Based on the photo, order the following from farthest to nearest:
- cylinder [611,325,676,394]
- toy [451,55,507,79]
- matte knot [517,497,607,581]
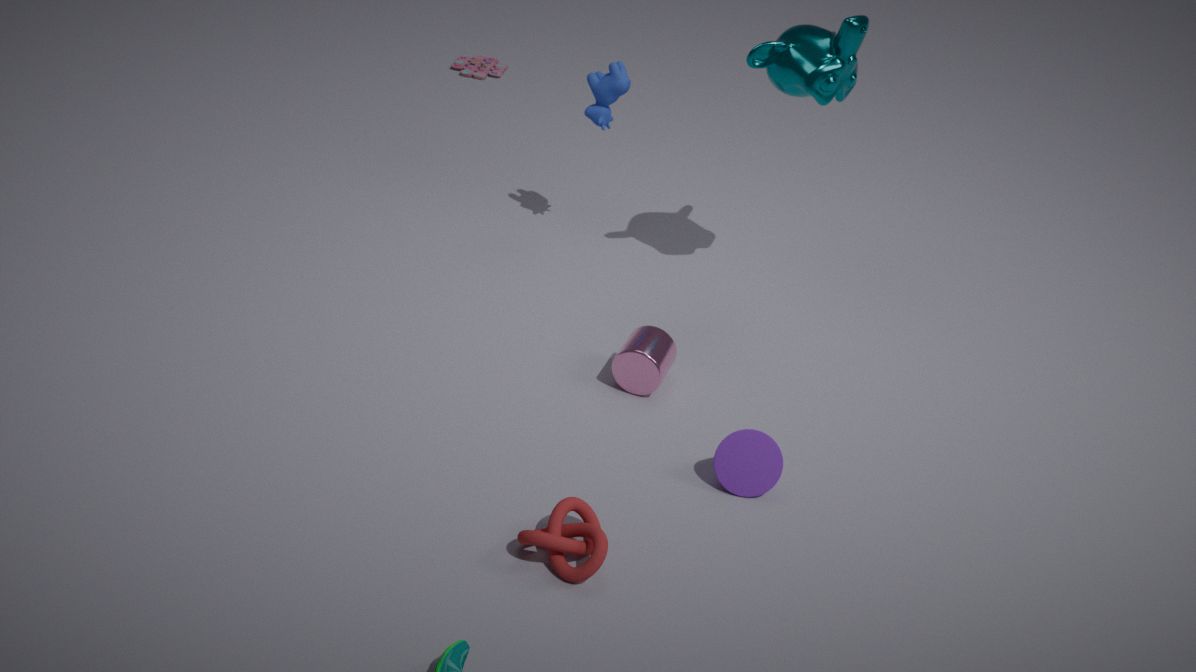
toy [451,55,507,79]
cylinder [611,325,676,394]
matte knot [517,497,607,581]
